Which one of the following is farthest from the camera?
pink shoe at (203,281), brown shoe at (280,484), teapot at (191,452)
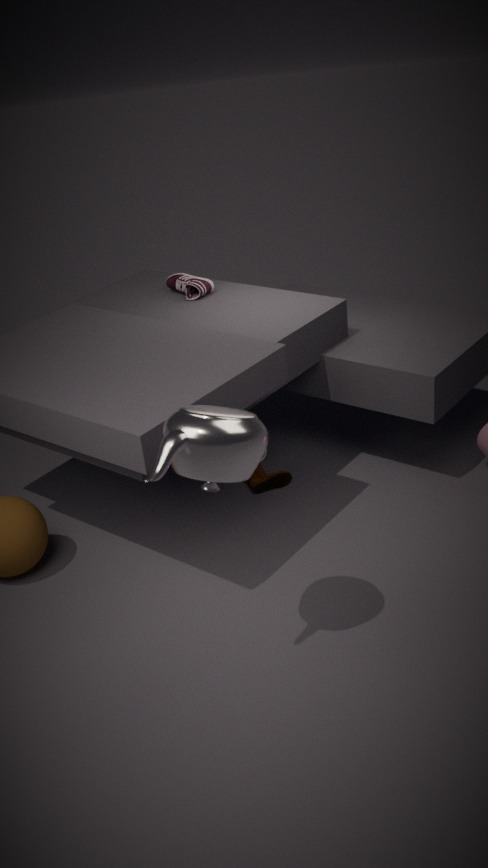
pink shoe at (203,281)
